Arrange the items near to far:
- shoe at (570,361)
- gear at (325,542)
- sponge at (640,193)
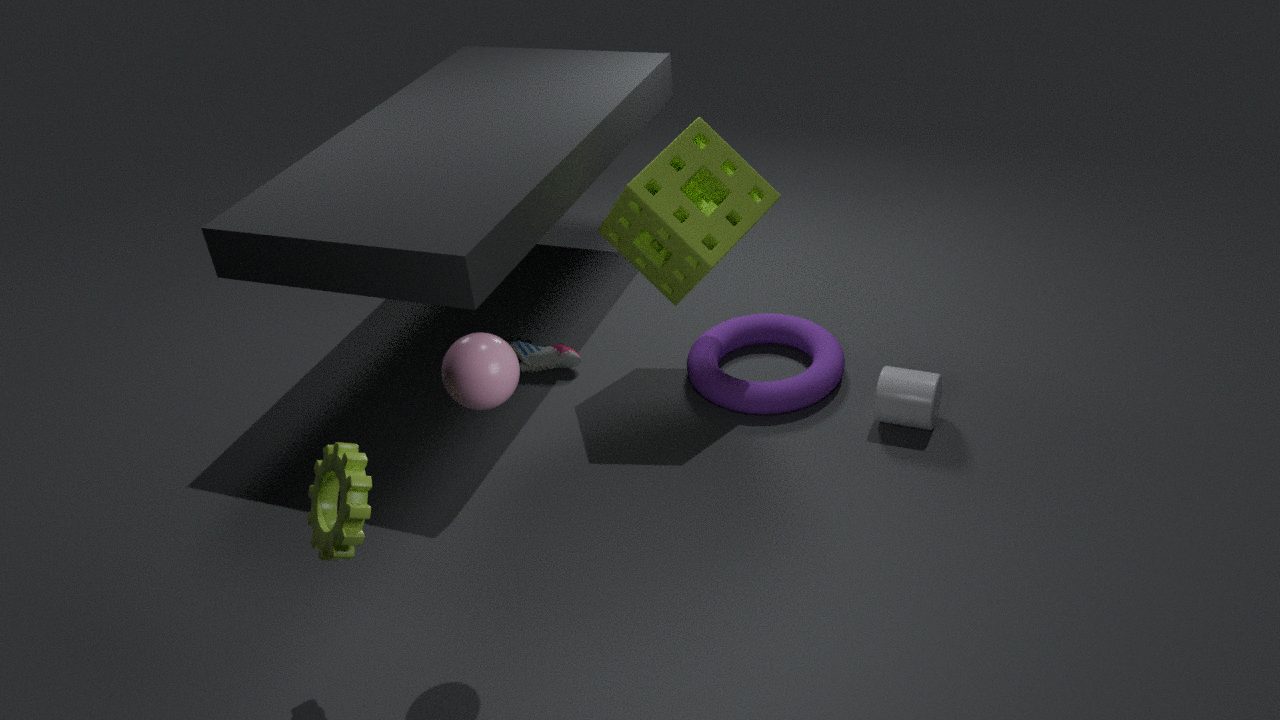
gear at (325,542) < sponge at (640,193) < shoe at (570,361)
